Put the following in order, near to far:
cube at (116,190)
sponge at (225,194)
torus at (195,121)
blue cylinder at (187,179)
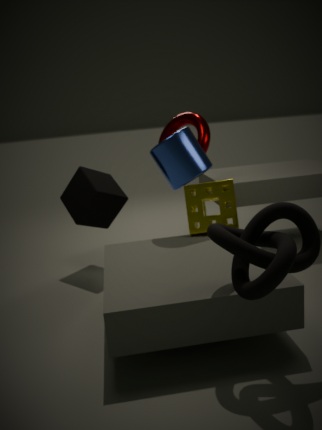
sponge at (225,194) → blue cylinder at (187,179) → cube at (116,190) → torus at (195,121)
